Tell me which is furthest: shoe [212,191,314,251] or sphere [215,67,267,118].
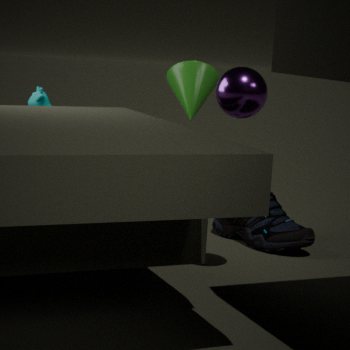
shoe [212,191,314,251]
